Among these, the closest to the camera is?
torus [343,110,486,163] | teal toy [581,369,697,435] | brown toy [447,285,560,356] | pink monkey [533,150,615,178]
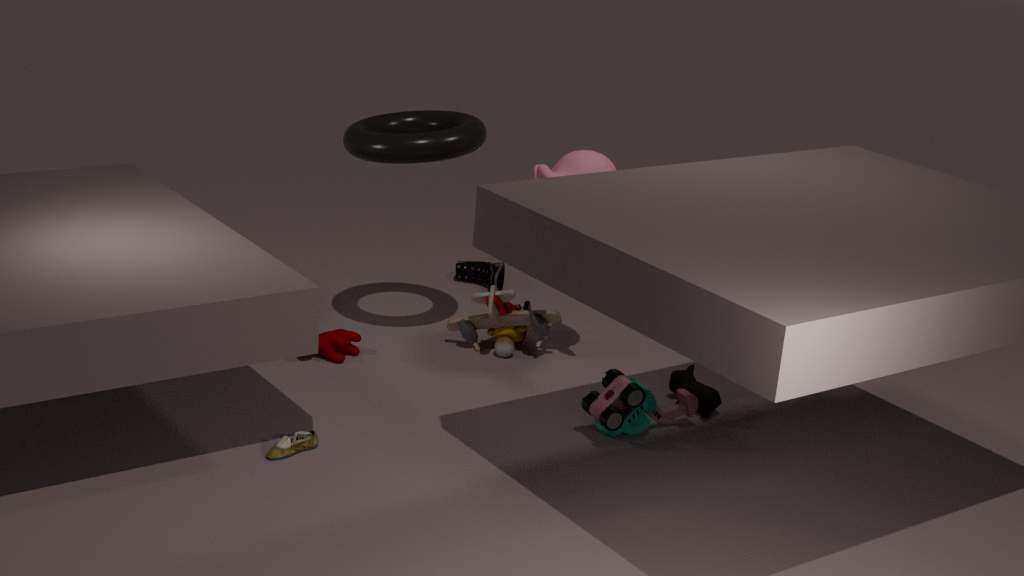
teal toy [581,369,697,435]
